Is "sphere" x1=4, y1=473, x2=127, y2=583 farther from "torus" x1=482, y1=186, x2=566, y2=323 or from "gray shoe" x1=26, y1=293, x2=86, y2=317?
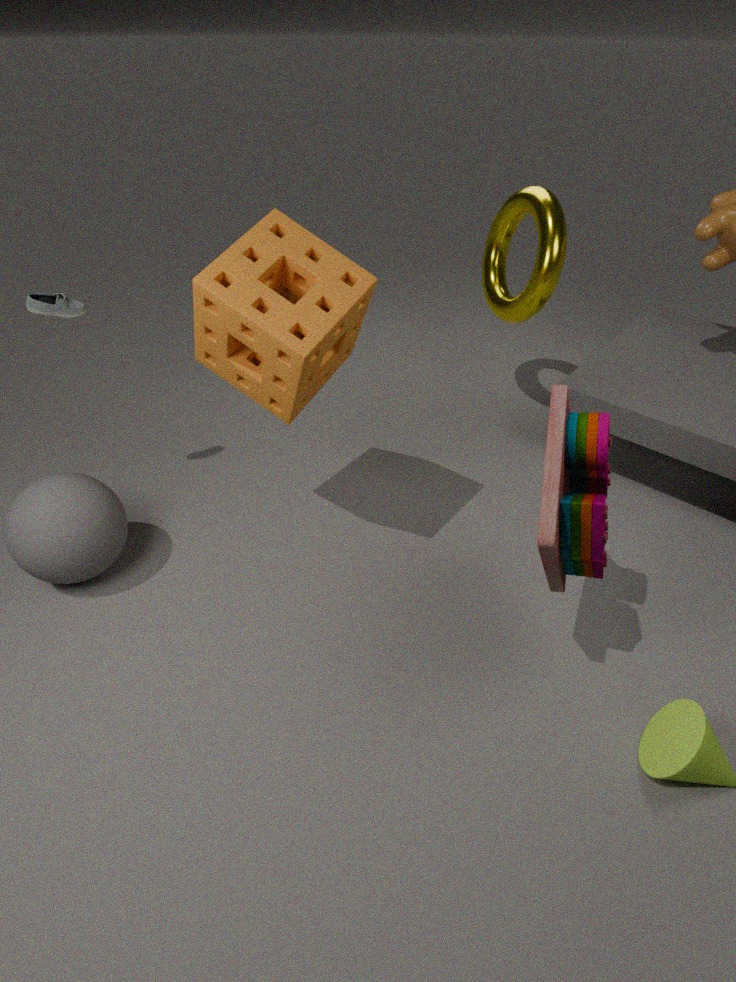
"torus" x1=482, y1=186, x2=566, y2=323
